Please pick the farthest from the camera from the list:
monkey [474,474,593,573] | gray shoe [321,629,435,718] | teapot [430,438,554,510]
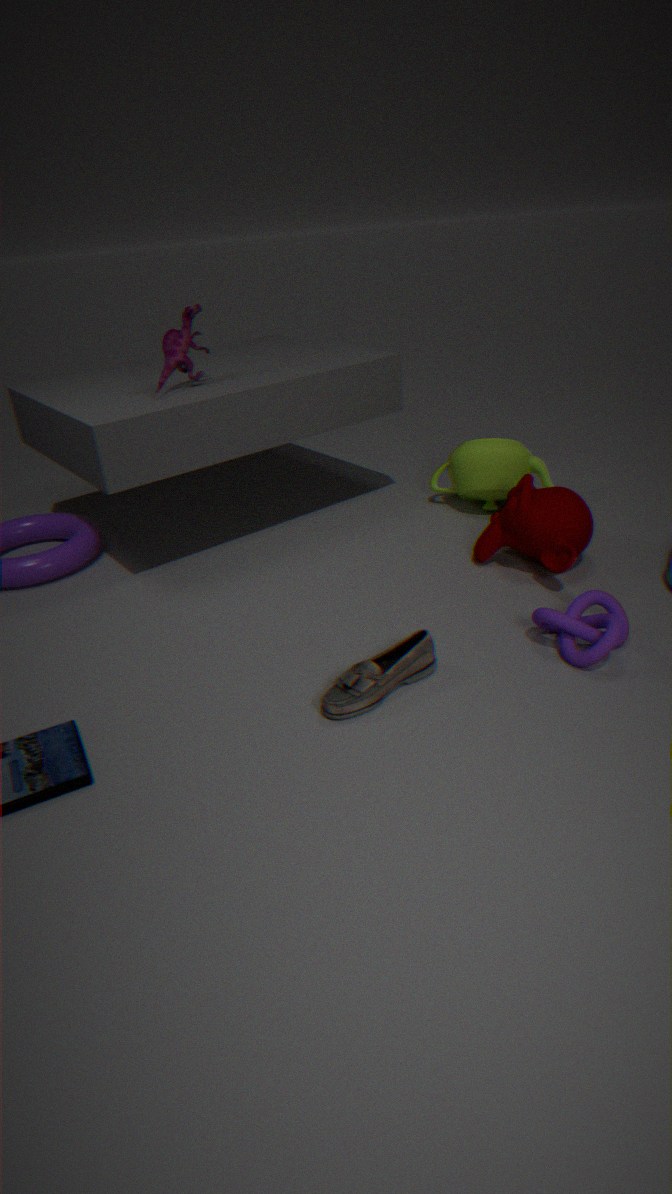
teapot [430,438,554,510]
